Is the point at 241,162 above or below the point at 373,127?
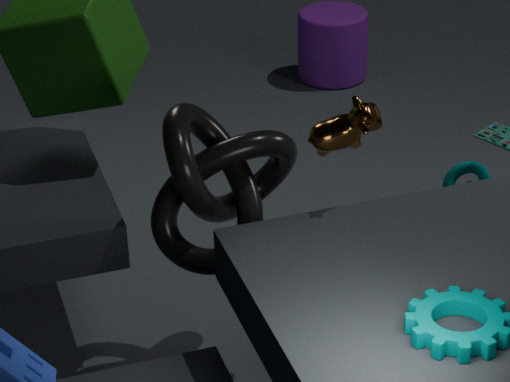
below
